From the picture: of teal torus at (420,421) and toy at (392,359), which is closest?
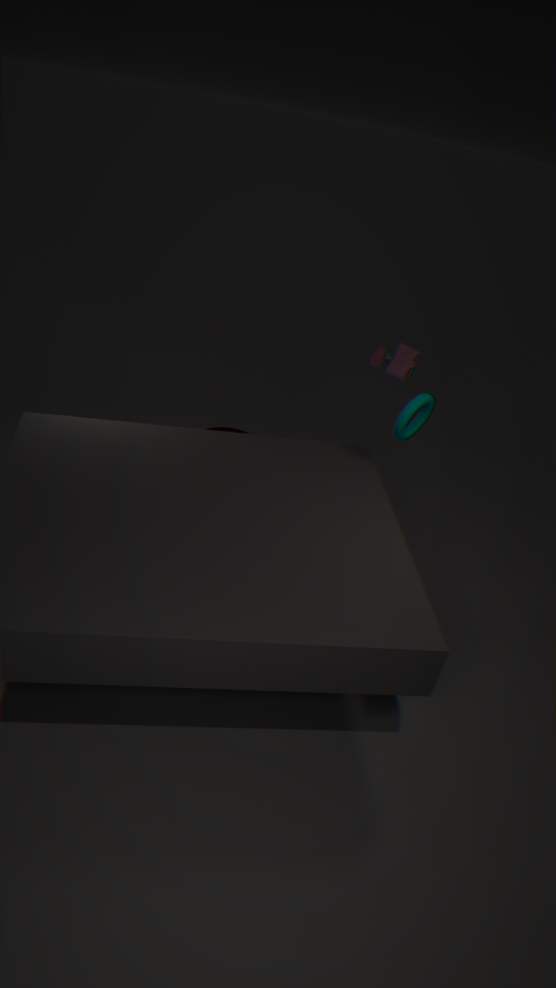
teal torus at (420,421)
